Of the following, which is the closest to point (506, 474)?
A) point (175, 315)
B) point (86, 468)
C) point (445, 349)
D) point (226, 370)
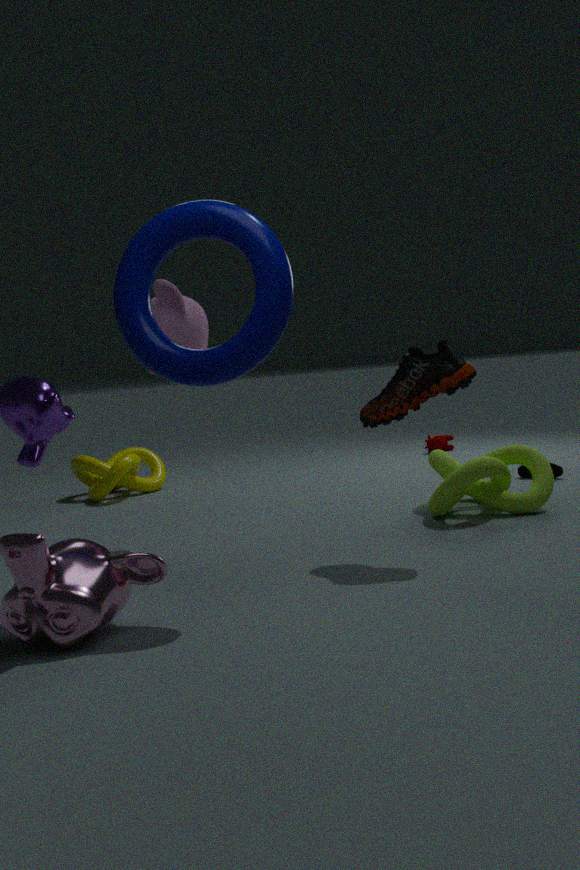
point (445, 349)
